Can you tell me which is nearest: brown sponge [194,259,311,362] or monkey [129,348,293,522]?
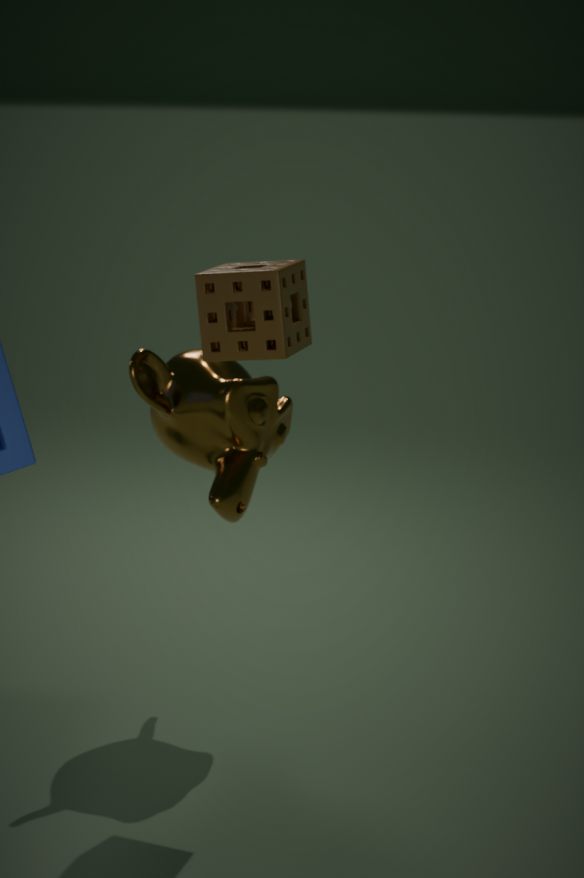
brown sponge [194,259,311,362]
